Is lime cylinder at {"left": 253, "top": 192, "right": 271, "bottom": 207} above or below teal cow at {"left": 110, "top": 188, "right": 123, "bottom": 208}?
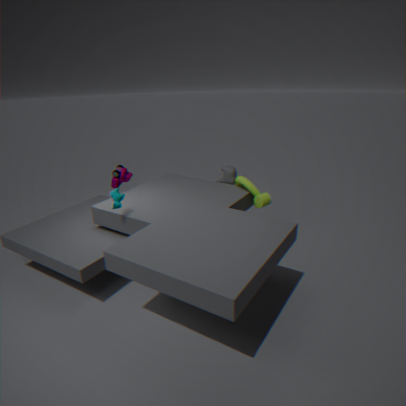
below
